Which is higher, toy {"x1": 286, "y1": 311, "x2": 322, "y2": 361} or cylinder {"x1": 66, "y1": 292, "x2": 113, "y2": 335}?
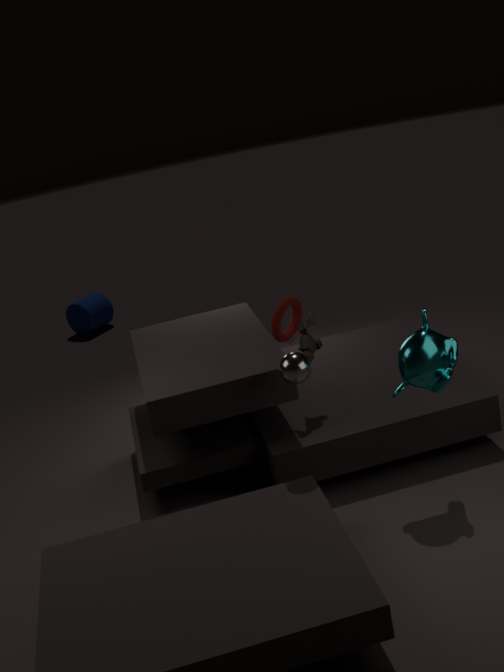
toy {"x1": 286, "y1": 311, "x2": 322, "y2": 361}
